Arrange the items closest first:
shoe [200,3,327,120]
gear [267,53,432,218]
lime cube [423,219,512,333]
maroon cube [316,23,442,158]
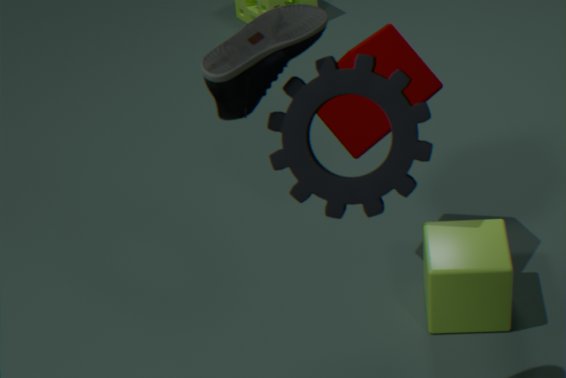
1. shoe [200,3,327,120]
2. gear [267,53,432,218]
3. maroon cube [316,23,442,158]
4. lime cube [423,219,512,333]
